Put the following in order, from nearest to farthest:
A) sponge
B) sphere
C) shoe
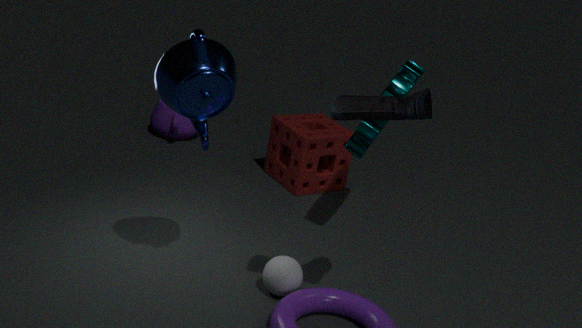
shoe
sphere
sponge
